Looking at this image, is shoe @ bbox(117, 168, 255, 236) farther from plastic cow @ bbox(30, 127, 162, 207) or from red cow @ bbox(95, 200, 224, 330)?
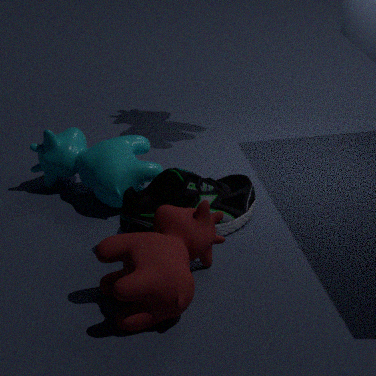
plastic cow @ bbox(30, 127, 162, 207)
